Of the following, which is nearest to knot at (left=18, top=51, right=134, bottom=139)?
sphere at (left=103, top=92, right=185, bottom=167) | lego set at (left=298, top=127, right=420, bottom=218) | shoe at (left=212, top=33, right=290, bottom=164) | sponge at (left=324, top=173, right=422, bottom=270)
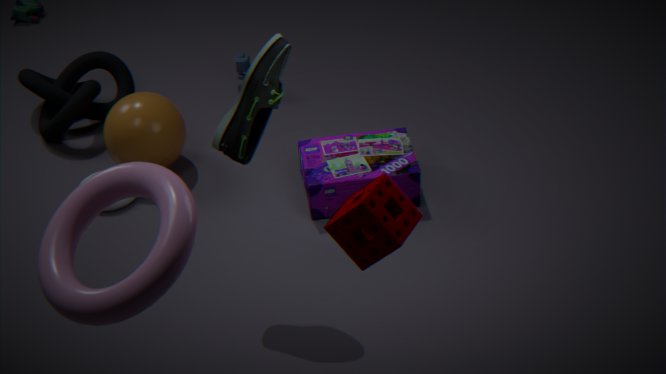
sphere at (left=103, top=92, right=185, bottom=167)
